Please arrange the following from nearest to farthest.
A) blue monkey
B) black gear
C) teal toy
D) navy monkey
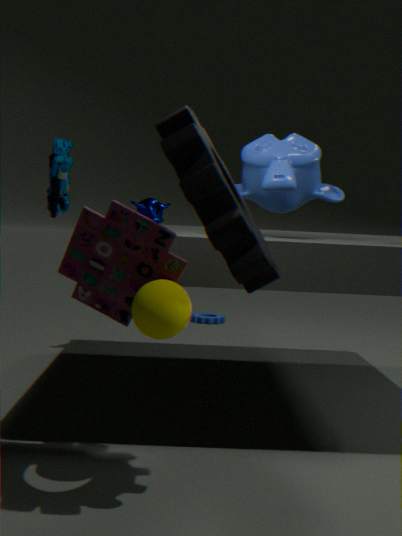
1. black gear
2. blue monkey
3. teal toy
4. navy monkey
